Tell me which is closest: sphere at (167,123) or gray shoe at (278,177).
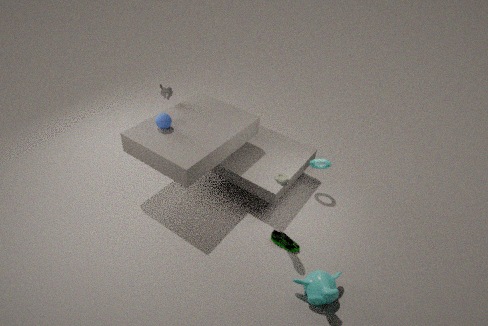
gray shoe at (278,177)
